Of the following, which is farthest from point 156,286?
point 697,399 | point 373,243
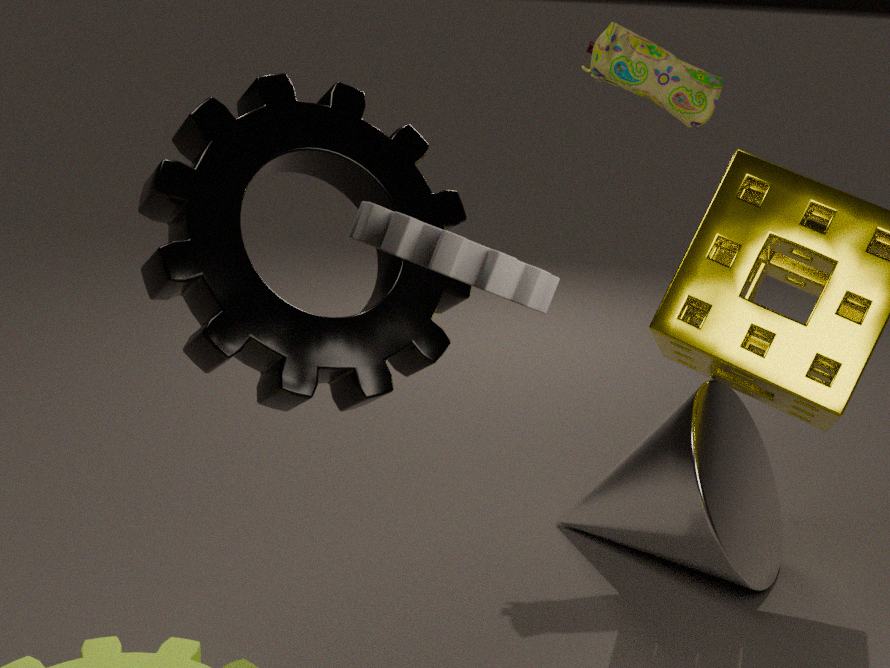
point 697,399
